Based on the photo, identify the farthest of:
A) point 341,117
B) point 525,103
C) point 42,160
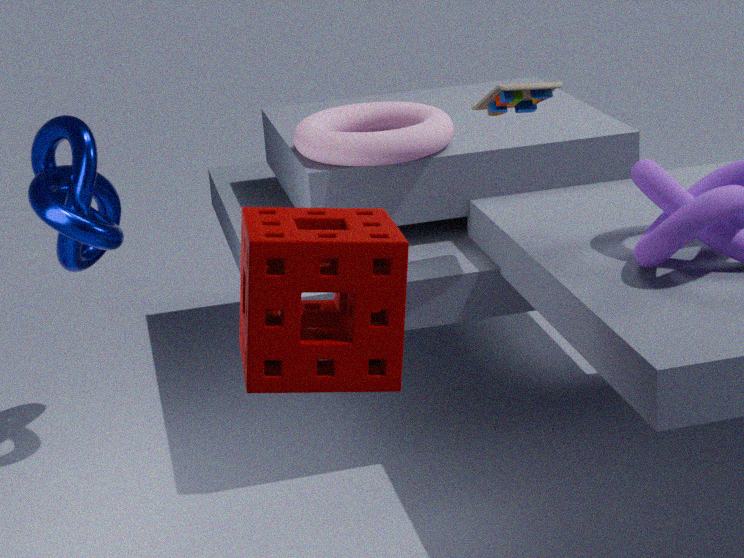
point 341,117
